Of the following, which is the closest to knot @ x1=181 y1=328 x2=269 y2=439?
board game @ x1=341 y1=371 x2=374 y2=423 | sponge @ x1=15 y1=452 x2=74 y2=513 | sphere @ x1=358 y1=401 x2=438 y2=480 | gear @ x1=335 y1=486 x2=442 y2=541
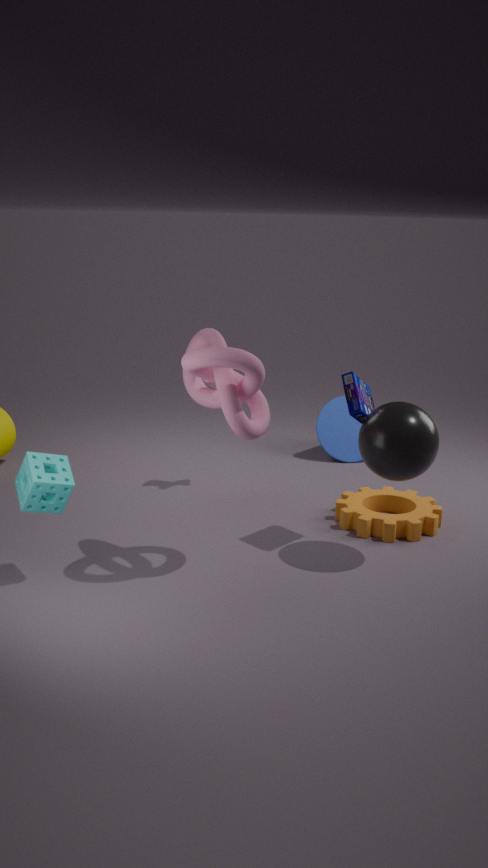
board game @ x1=341 y1=371 x2=374 y2=423
